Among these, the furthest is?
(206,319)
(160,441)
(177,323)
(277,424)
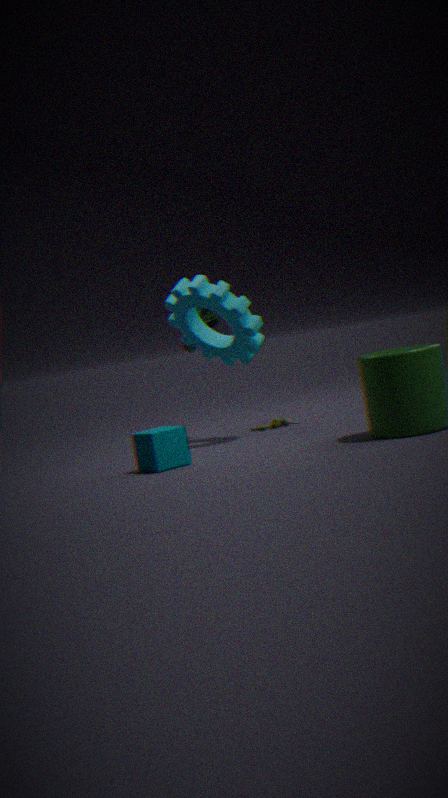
(277,424)
